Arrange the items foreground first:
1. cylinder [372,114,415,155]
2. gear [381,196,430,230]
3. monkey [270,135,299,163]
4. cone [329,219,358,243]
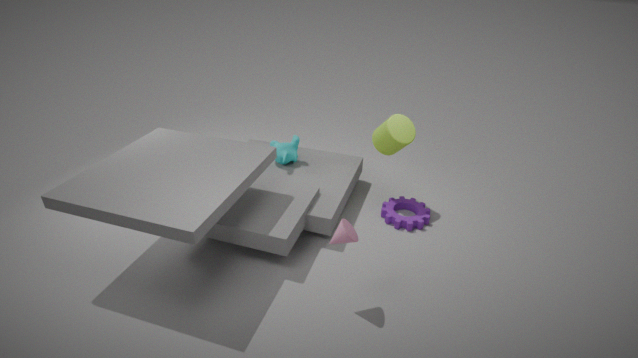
cone [329,219,358,243], cylinder [372,114,415,155], gear [381,196,430,230], monkey [270,135,299,163]
